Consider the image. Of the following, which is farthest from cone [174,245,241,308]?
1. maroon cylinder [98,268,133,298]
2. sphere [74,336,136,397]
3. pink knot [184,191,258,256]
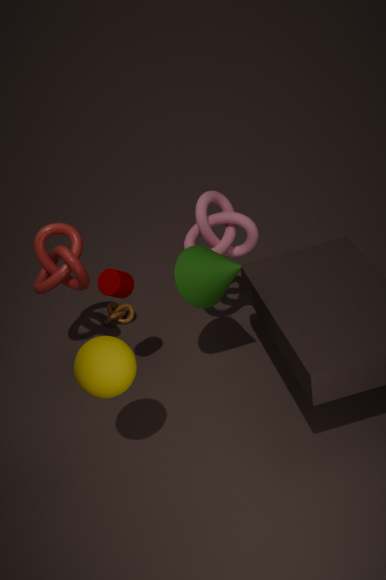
sphere [74,336,136,397]
